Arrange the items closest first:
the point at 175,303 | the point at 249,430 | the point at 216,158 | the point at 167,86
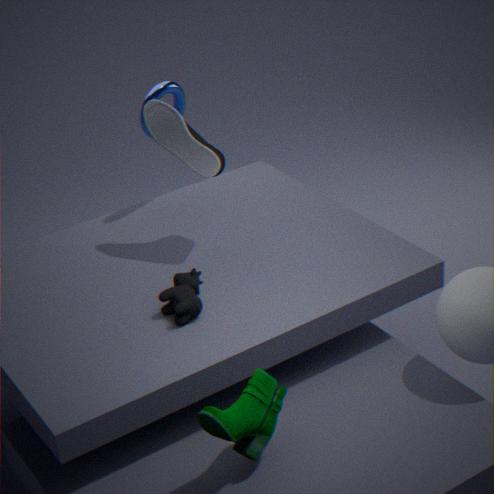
1. the point at 249,430
2. the point at 175,303
3. the point at 216,158
4. the point at 167,86
